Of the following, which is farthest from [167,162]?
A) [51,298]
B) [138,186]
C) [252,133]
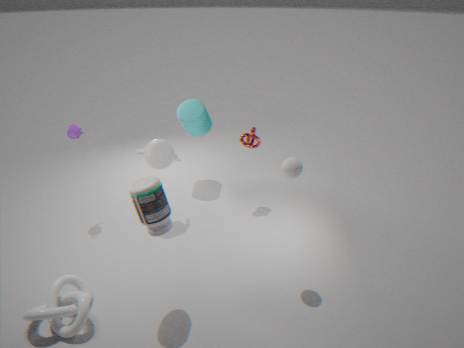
[51,298]
